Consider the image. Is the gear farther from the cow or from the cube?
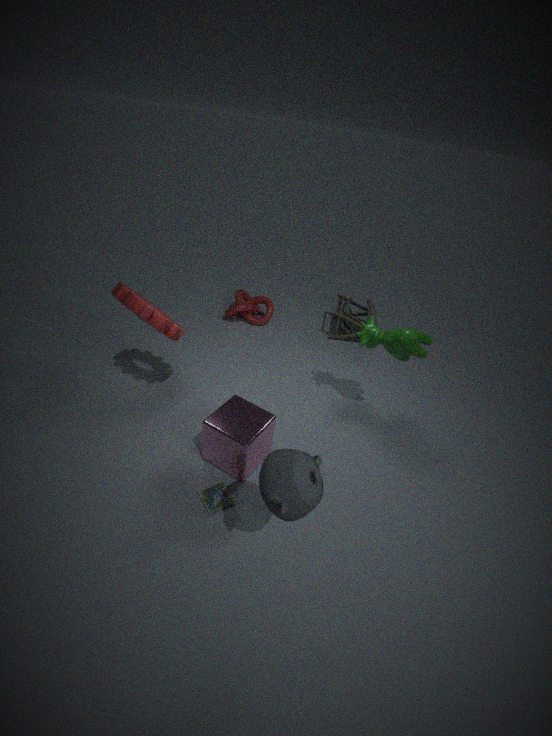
the cow
